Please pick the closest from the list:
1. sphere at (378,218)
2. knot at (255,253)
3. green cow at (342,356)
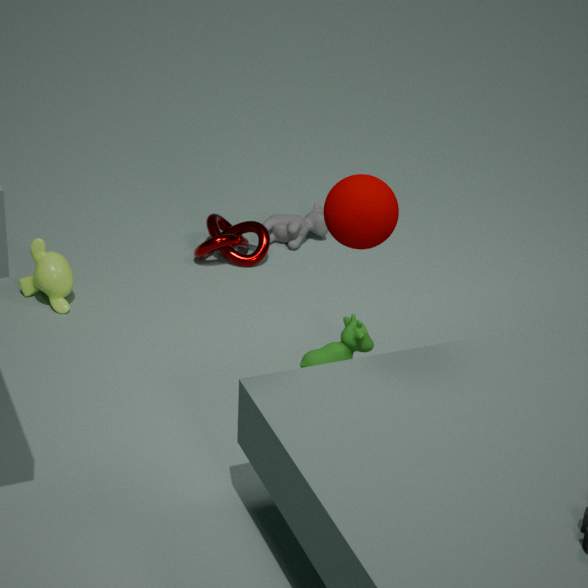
sphere at (378,218)
